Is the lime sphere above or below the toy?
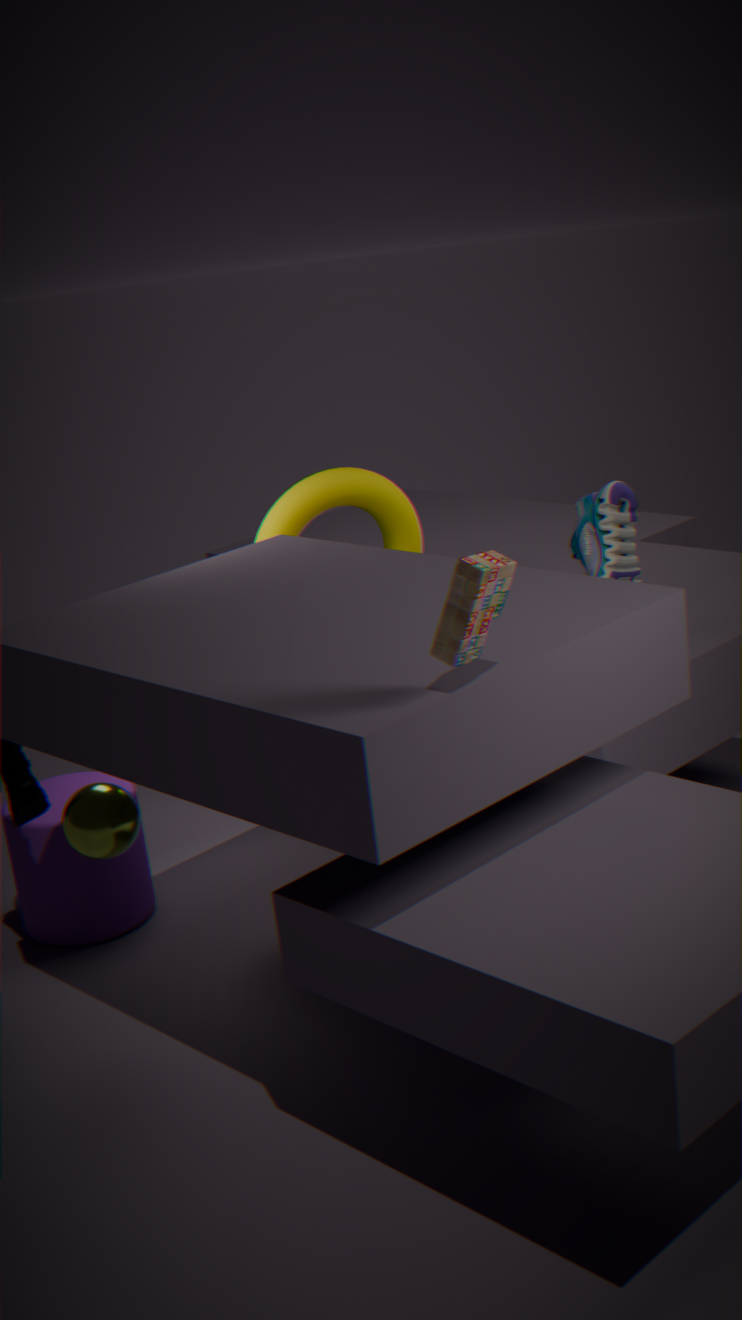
below
